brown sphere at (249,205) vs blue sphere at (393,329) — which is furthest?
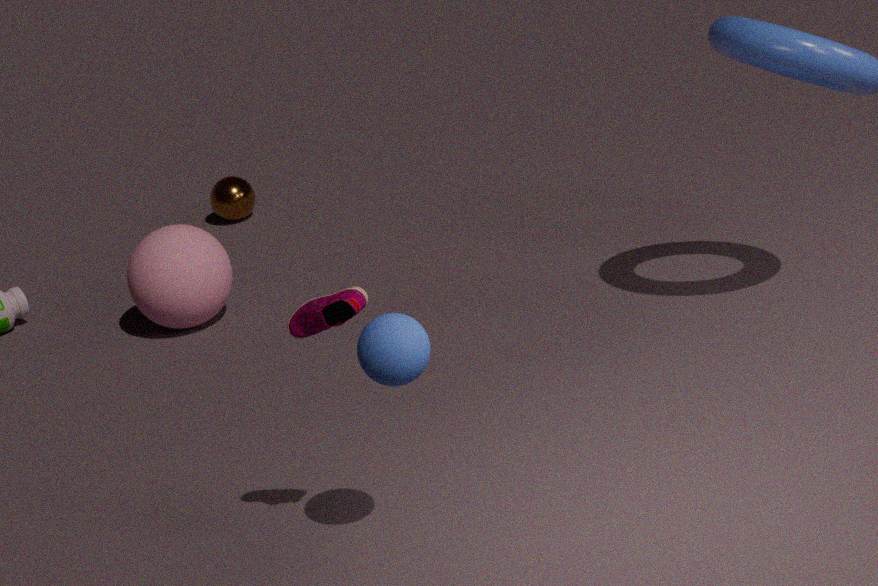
brown sphere at (249,205)
